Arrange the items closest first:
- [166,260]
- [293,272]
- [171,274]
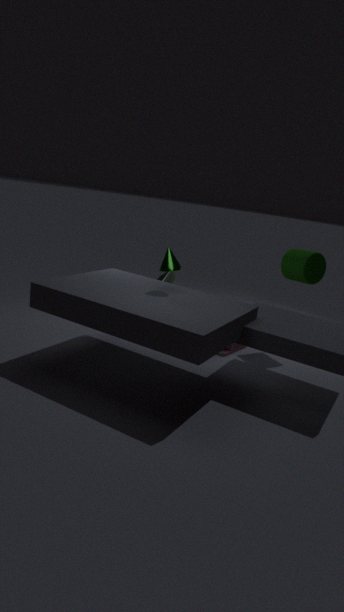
[166,260] < [293,272] < [171,274]
